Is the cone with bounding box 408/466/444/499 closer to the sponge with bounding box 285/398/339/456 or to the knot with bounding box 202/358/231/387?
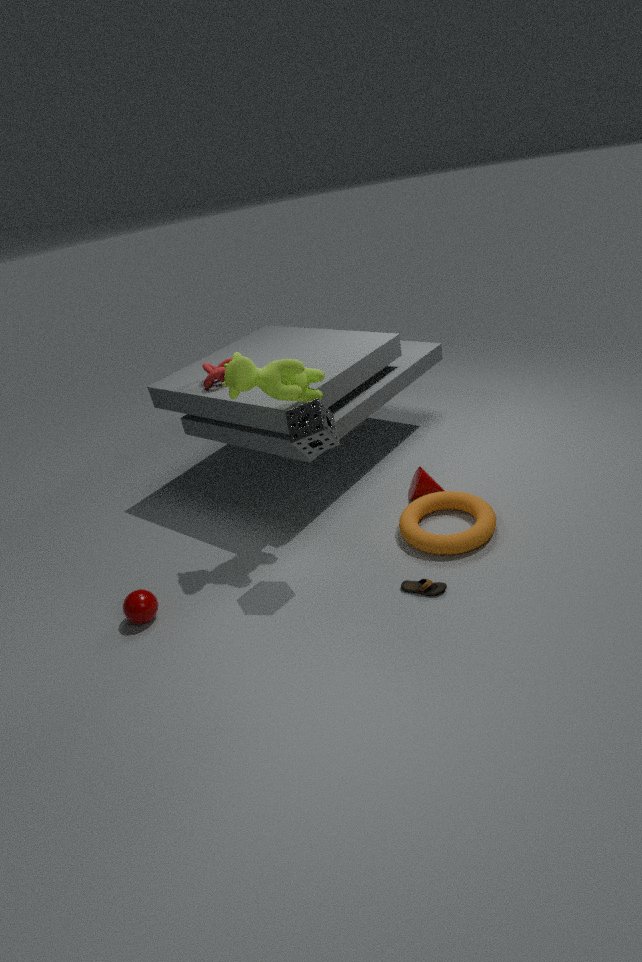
the sponge with bounding box 285/398/339/456
